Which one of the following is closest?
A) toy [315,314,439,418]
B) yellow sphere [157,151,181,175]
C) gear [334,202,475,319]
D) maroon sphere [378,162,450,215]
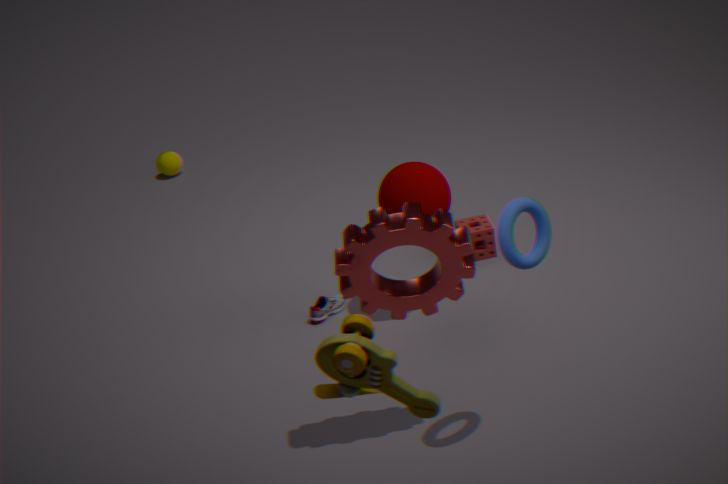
toy [315,314,439,418]
